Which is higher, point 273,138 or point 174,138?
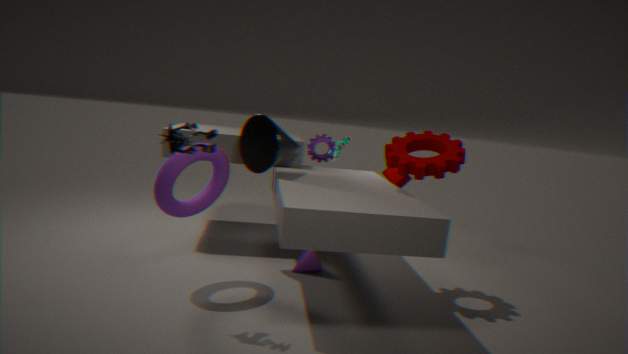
point 174,138
